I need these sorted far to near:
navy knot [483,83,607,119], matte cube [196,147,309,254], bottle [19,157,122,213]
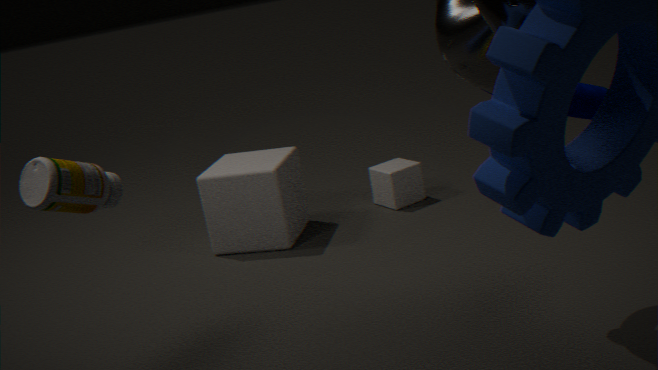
matte cube [196,147,309,254]
bottle [19,157,122,213]
navy knot [483,83,607,119]
